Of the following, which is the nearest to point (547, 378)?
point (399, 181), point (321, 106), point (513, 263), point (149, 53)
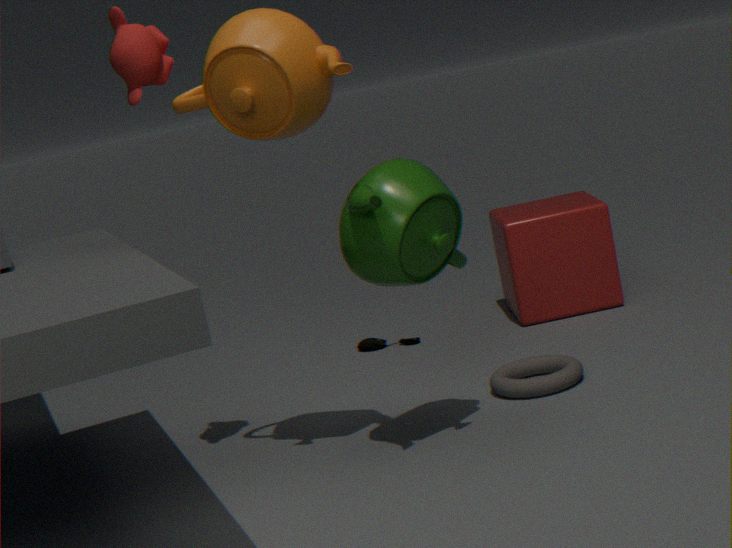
point (399, 181)
